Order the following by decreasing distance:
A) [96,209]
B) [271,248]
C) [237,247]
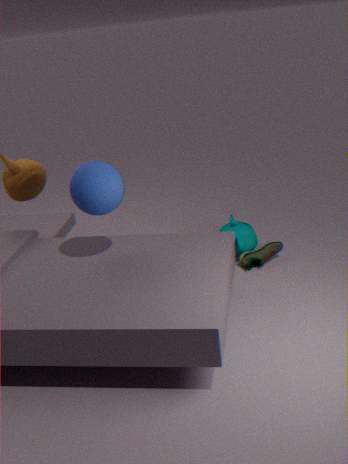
[237,247] → [271,248] → [96,209]
